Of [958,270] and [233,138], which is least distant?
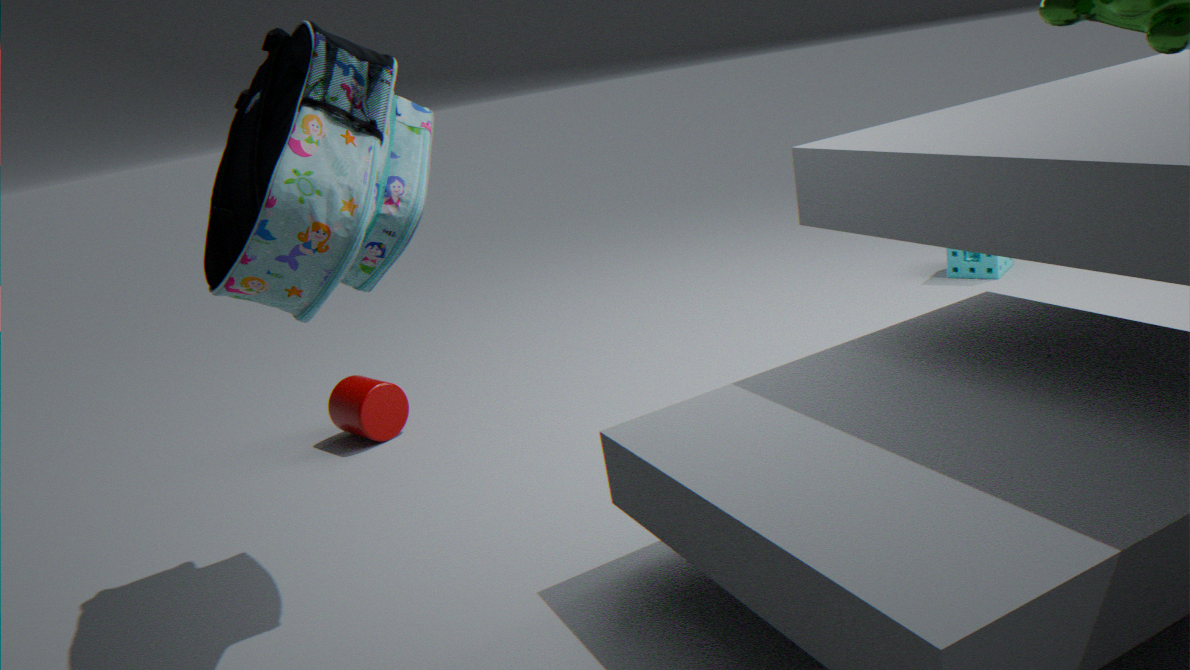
[233,138]
